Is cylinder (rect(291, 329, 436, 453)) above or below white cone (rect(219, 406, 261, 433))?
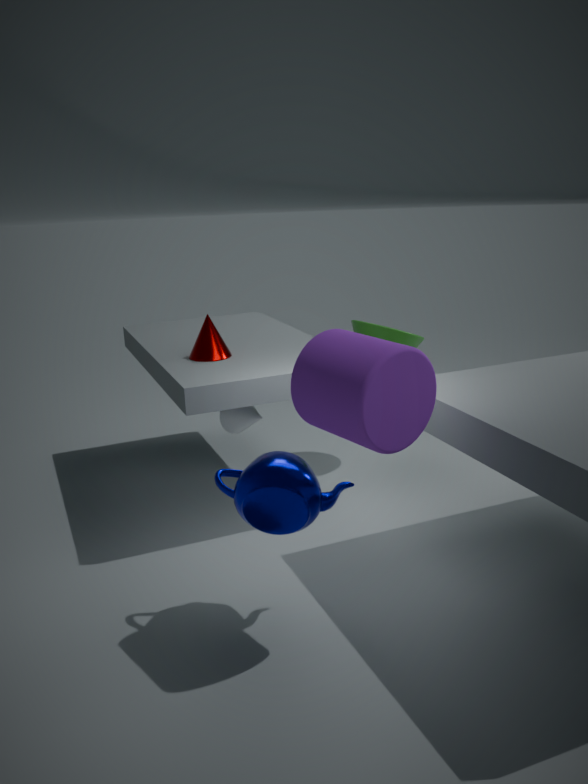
above
